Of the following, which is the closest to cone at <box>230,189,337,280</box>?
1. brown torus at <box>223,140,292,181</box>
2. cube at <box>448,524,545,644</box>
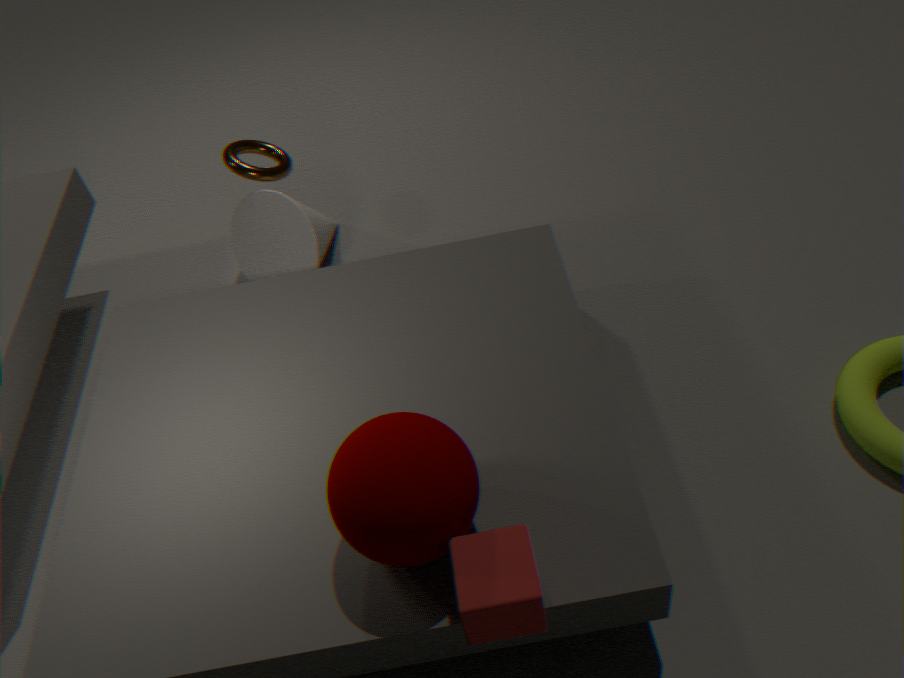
brown torus at <box>223,140,292,181</box>
